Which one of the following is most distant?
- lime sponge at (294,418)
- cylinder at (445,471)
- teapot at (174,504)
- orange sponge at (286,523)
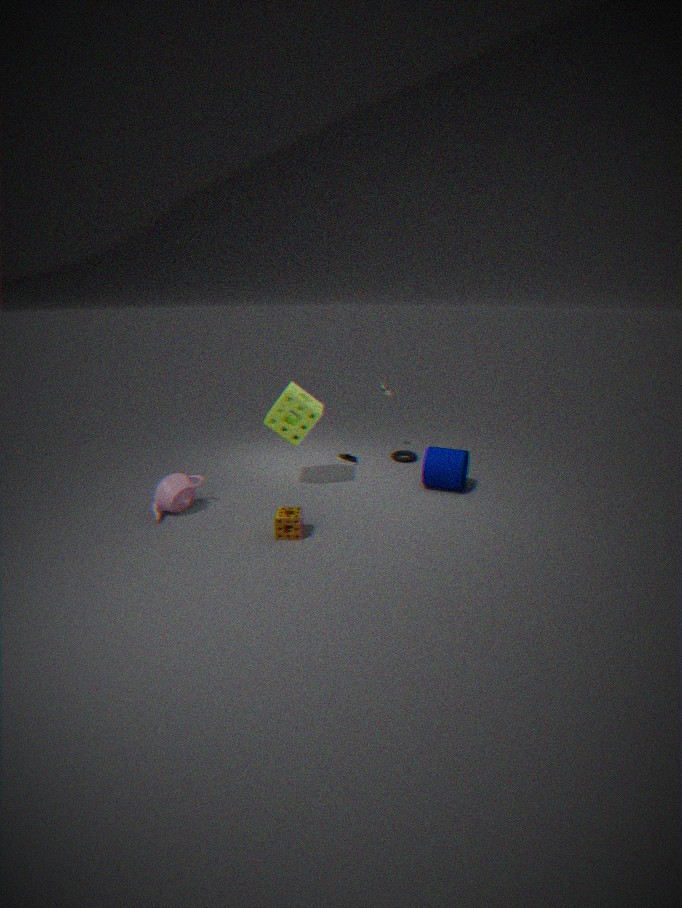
cylinder at (445,471)
